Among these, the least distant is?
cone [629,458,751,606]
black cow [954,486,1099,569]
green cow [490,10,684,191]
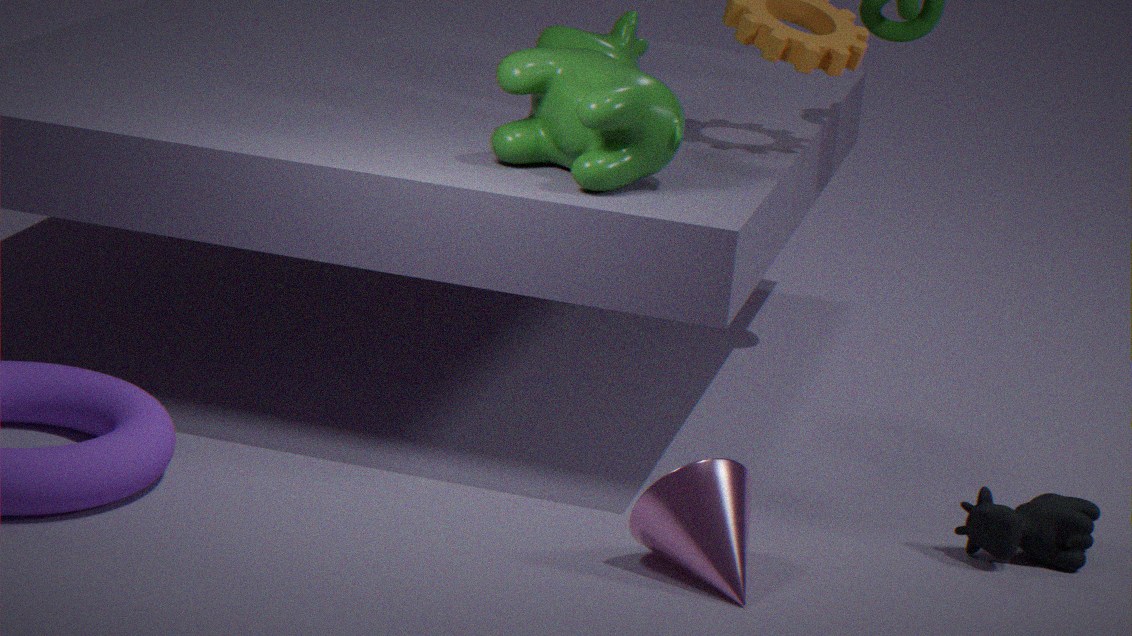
cone [629,458,751,606]
